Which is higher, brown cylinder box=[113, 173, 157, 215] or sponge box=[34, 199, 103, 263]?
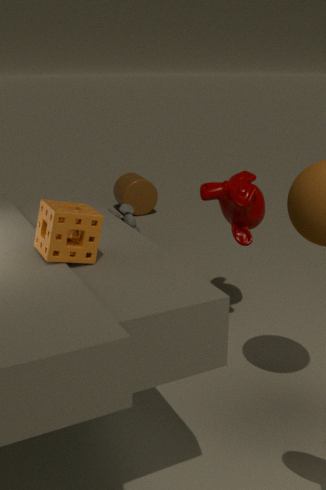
sponge box=[34, 199, 103, 263]
